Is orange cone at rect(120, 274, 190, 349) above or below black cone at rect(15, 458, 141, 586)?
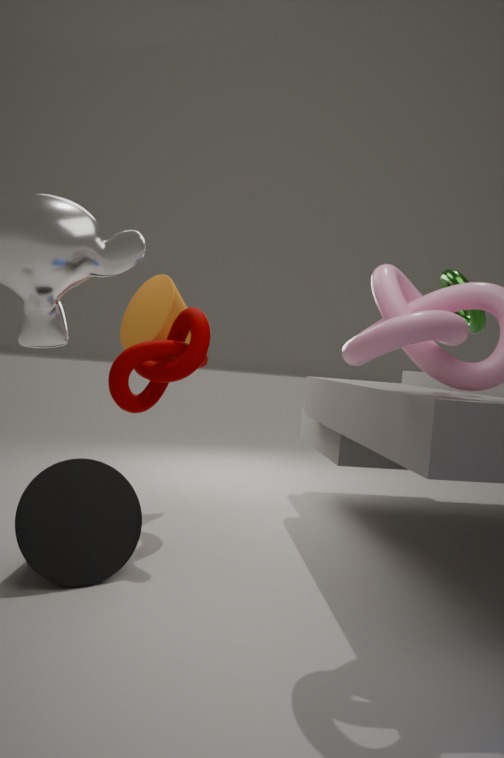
above
